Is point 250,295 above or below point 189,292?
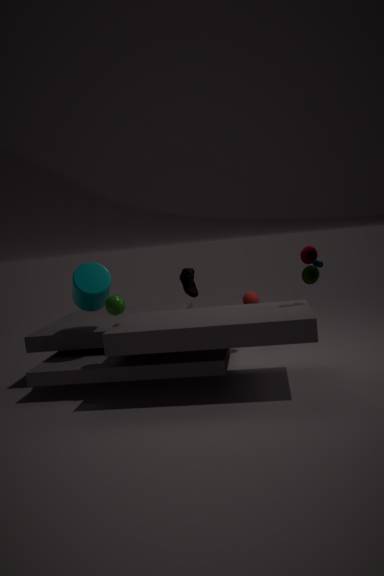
below
